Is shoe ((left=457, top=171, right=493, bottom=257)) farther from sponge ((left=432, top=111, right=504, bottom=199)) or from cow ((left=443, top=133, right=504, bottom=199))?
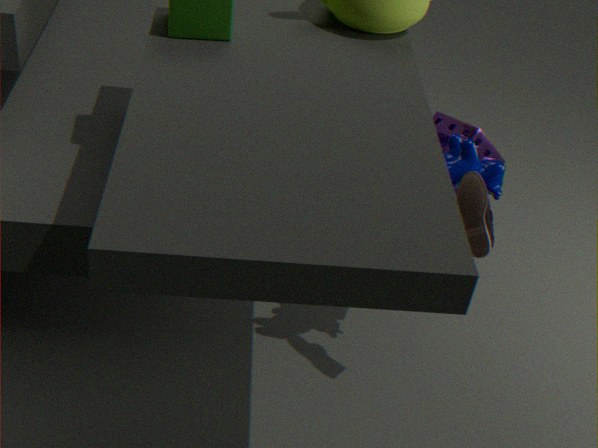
sponge ((left=432, top=111, right=504, bottom=199))
